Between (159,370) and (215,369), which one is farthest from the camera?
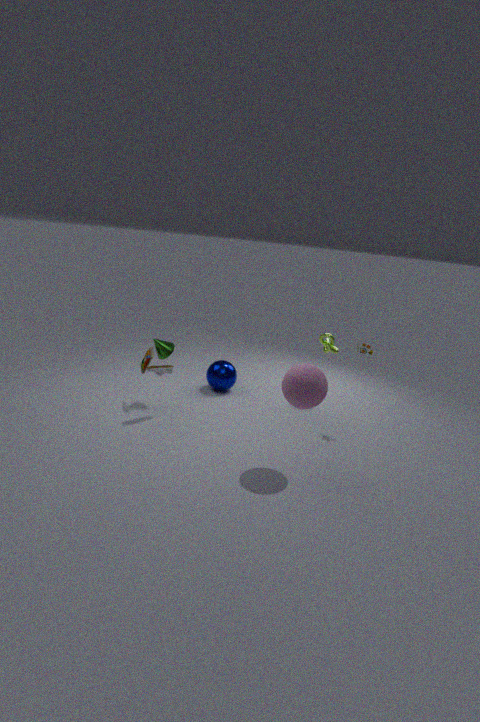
(215,369)
